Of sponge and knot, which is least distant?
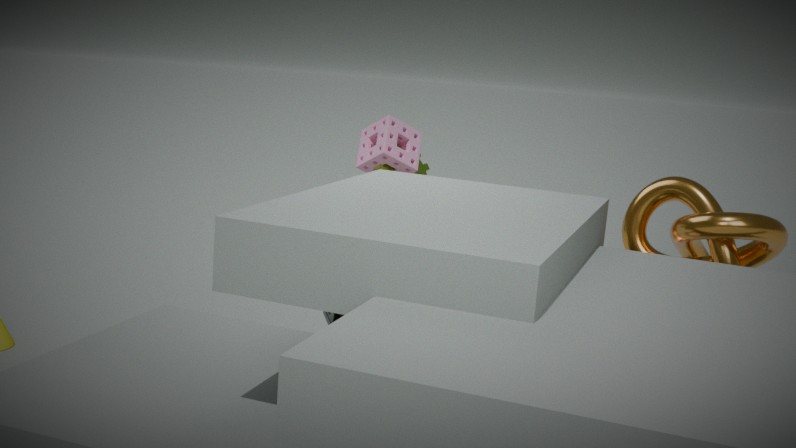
knot
